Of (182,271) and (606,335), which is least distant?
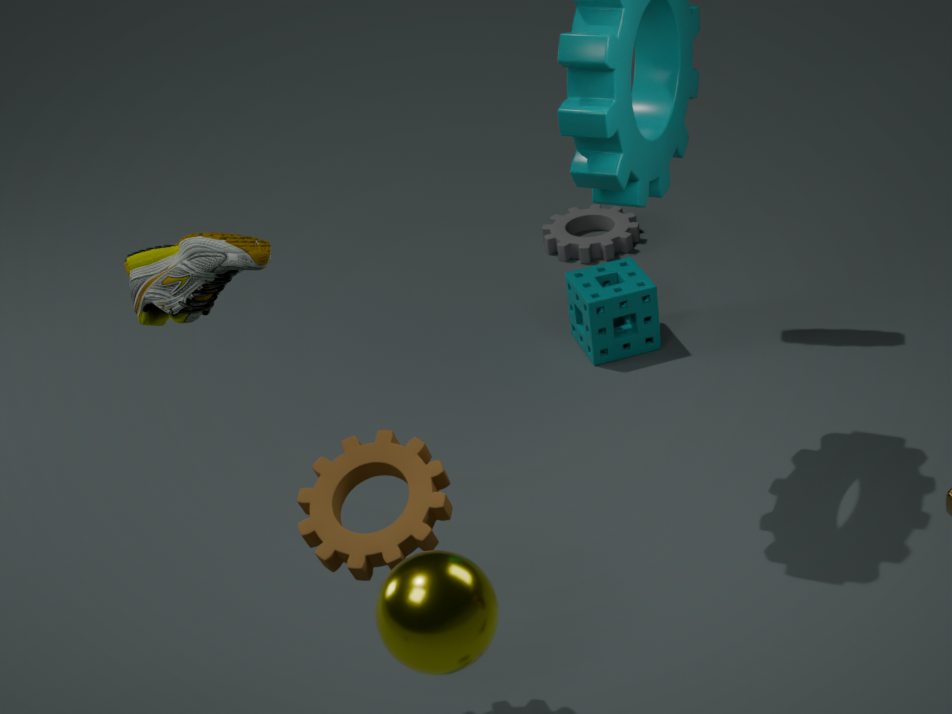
(182,271)
